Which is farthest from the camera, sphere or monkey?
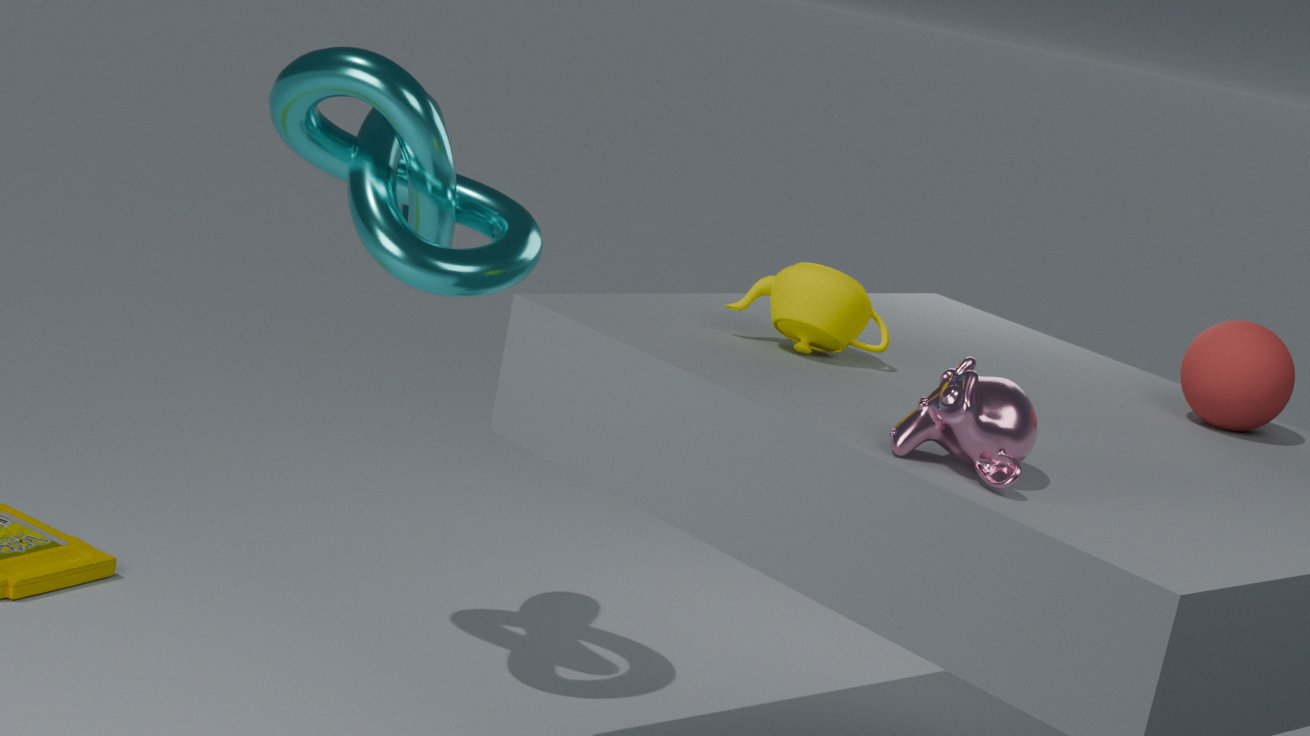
sphere
